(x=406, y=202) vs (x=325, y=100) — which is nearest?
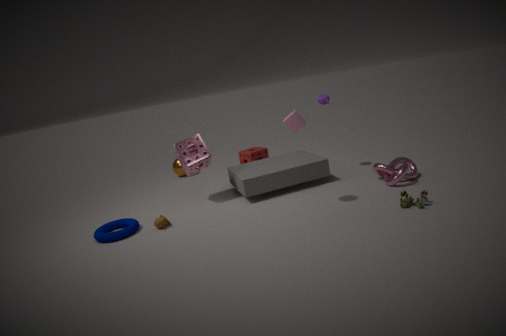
(x=406, y=202)
